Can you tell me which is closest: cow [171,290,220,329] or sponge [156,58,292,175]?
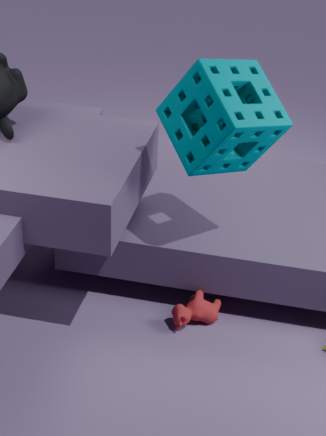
sponge [156,58,292,175]
